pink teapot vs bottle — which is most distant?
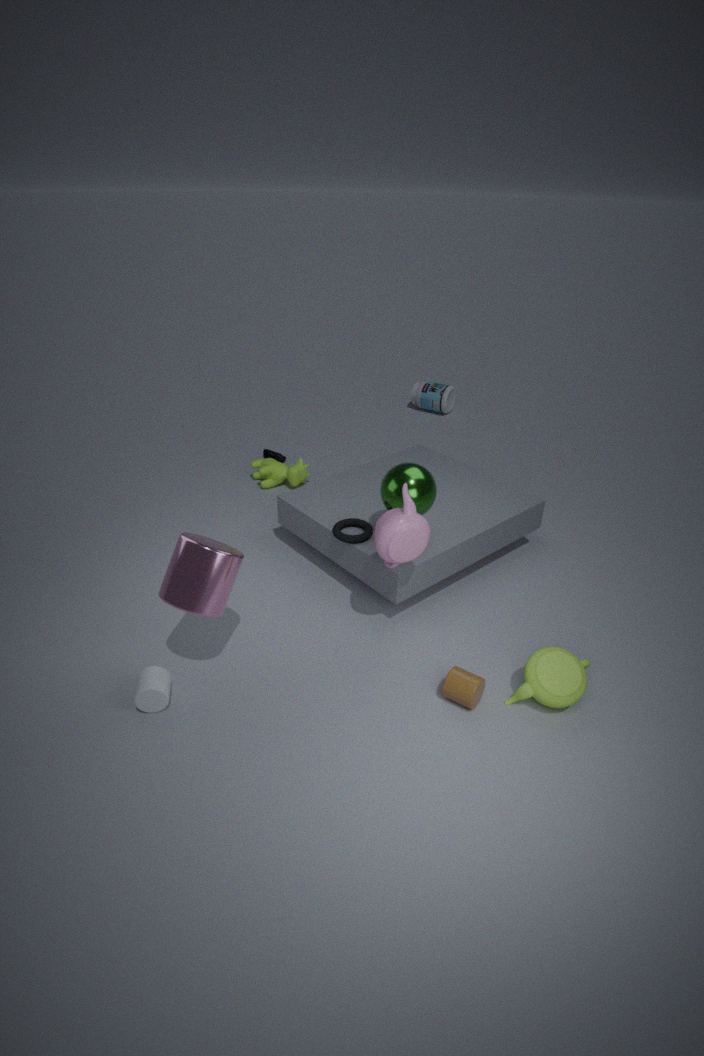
bottle
